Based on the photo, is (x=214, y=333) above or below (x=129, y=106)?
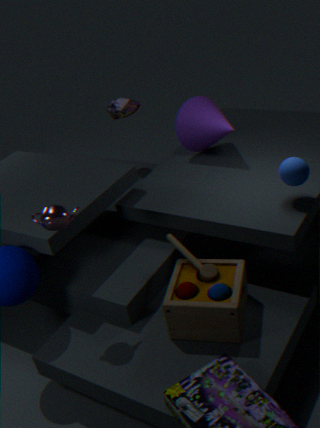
below
